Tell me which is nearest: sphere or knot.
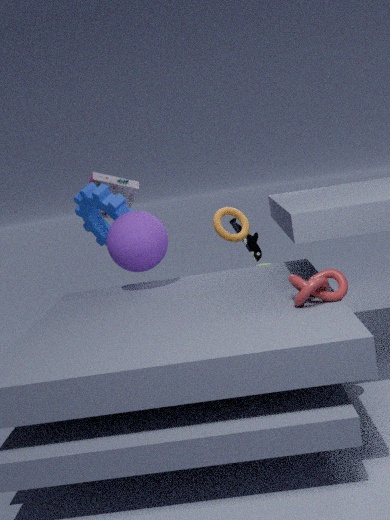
knot
